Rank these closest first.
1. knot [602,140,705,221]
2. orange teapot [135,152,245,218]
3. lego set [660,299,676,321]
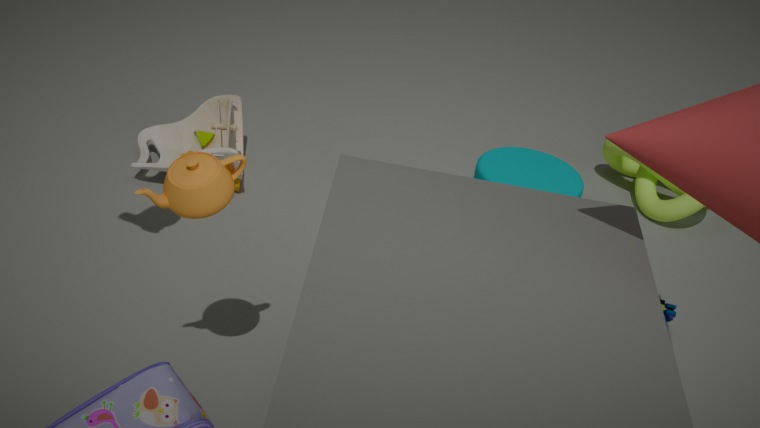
orange teapot [135,152,245,218] < lego set [660,299,676,321] < knot [602,140,705,221]
